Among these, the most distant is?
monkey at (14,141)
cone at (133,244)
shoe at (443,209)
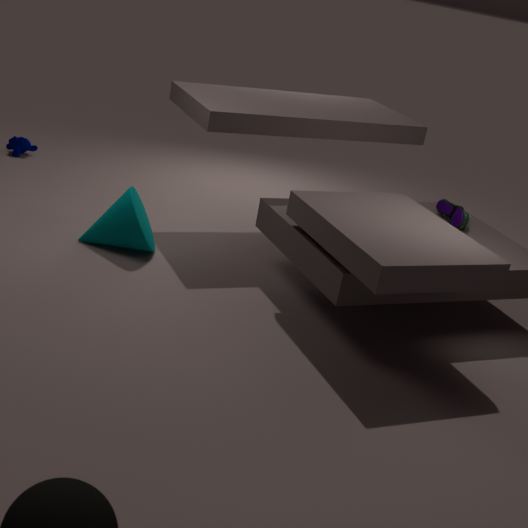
monkey at (14,141)
